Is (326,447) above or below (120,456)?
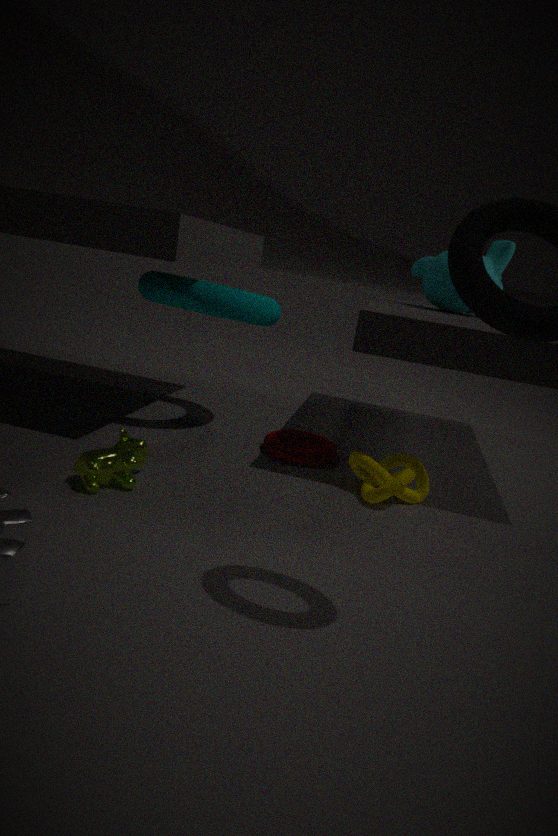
below
